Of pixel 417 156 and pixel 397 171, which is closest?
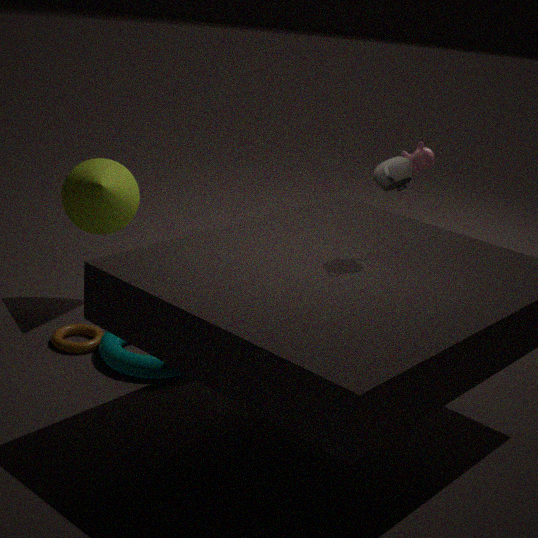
pixel 397 171
